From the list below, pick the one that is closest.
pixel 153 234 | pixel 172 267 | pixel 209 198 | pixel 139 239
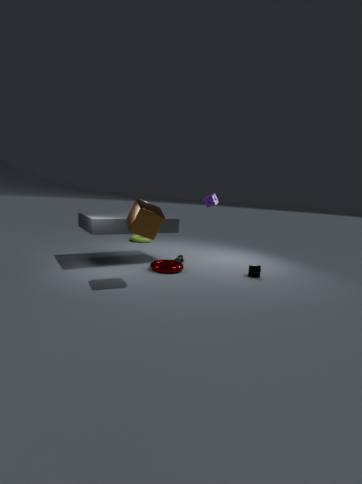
pixel 153 234
